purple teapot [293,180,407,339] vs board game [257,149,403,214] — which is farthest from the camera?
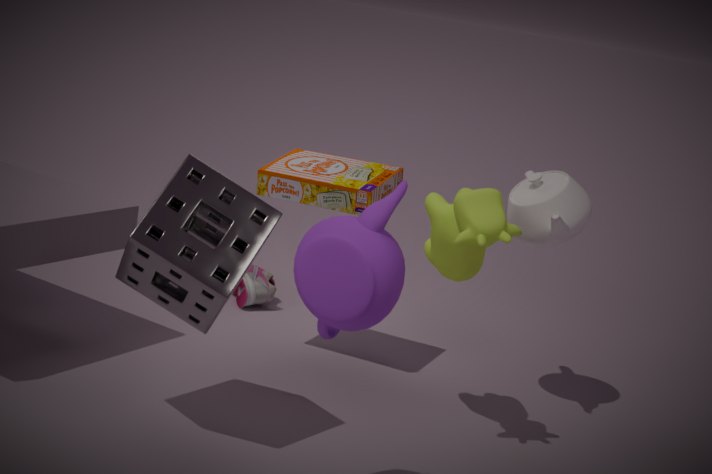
board game [257,149,403,214]
